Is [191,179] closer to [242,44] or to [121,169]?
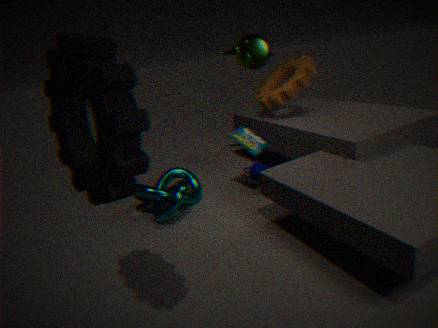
[121,169]
